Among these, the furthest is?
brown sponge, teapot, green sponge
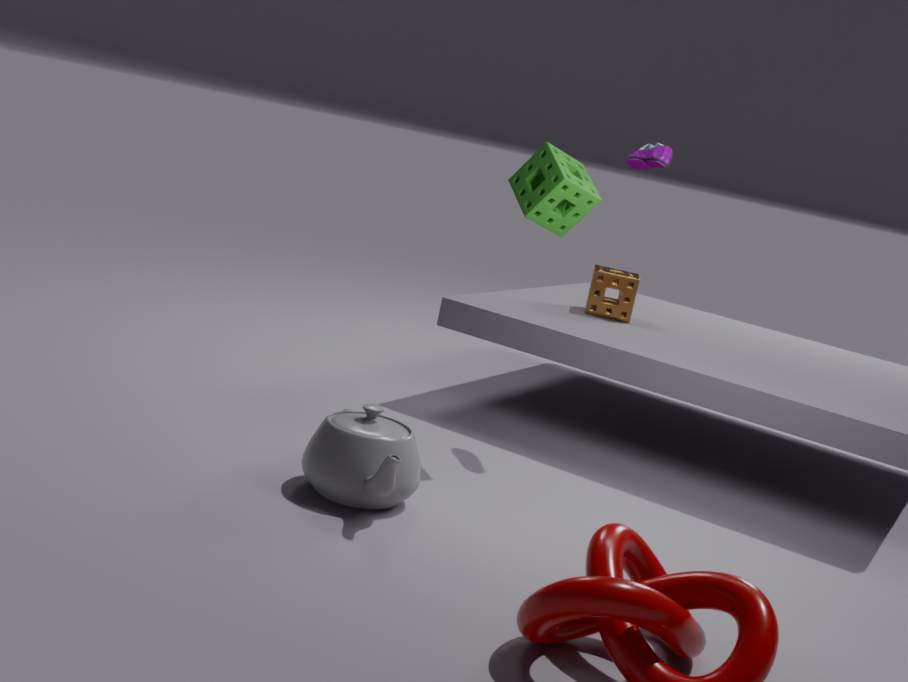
brown sponge
